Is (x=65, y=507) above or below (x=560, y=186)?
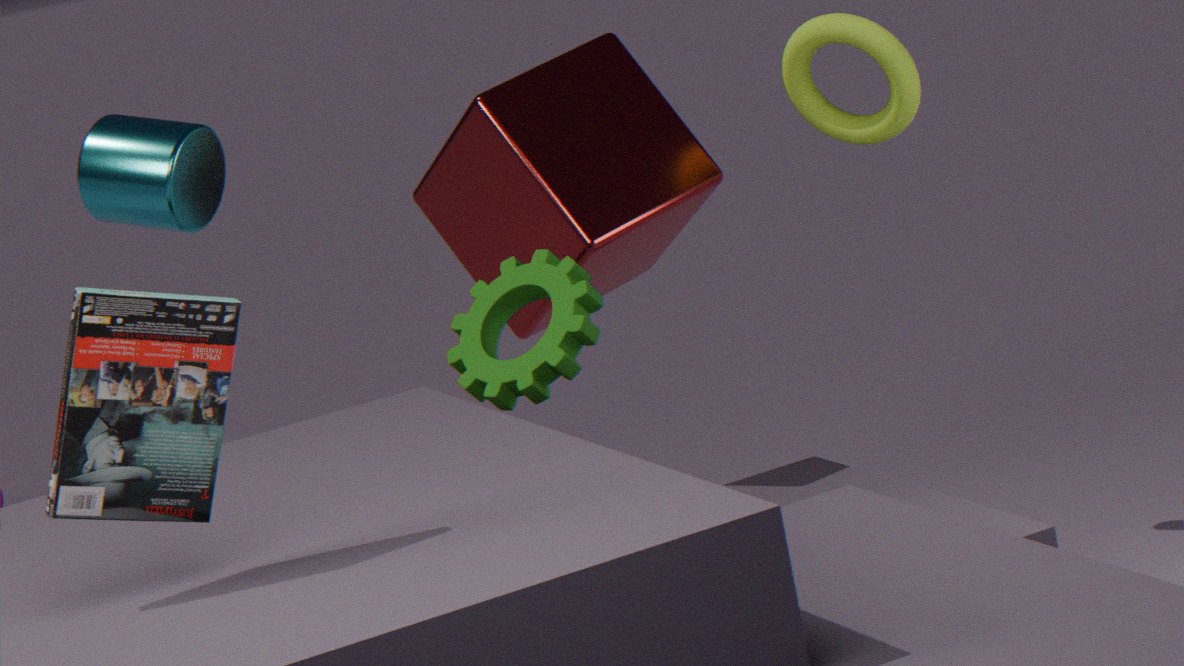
above
